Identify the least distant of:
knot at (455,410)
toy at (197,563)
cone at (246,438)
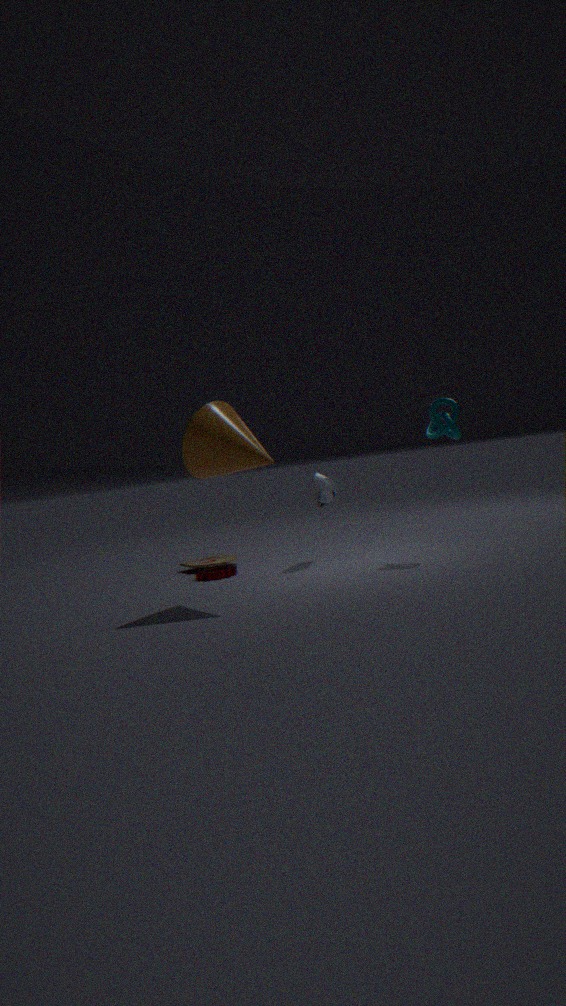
cone at (246,438)
